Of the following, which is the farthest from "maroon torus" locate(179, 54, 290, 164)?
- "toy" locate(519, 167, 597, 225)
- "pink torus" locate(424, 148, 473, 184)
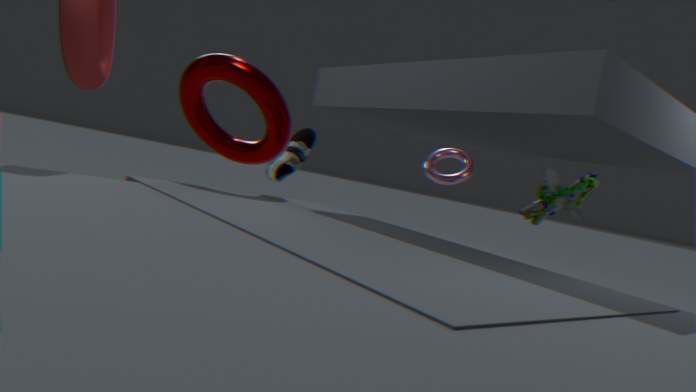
"toy" locate(519, 167, 597, 225)
